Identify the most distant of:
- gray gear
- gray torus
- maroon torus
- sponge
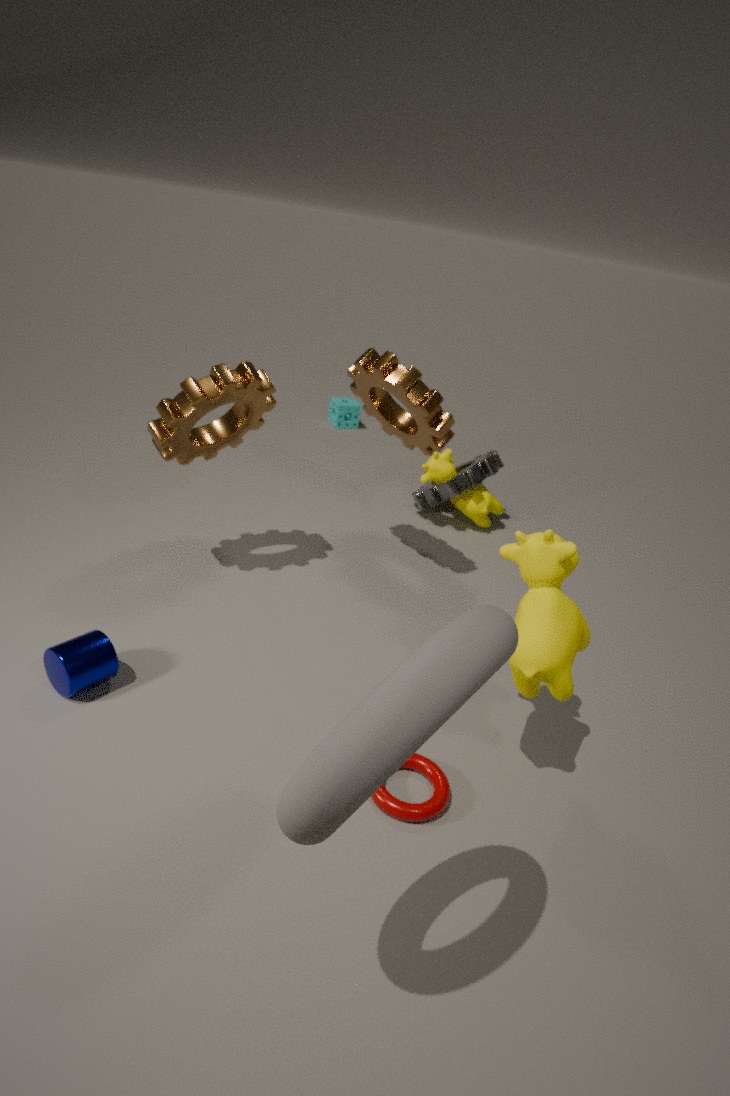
sponge
